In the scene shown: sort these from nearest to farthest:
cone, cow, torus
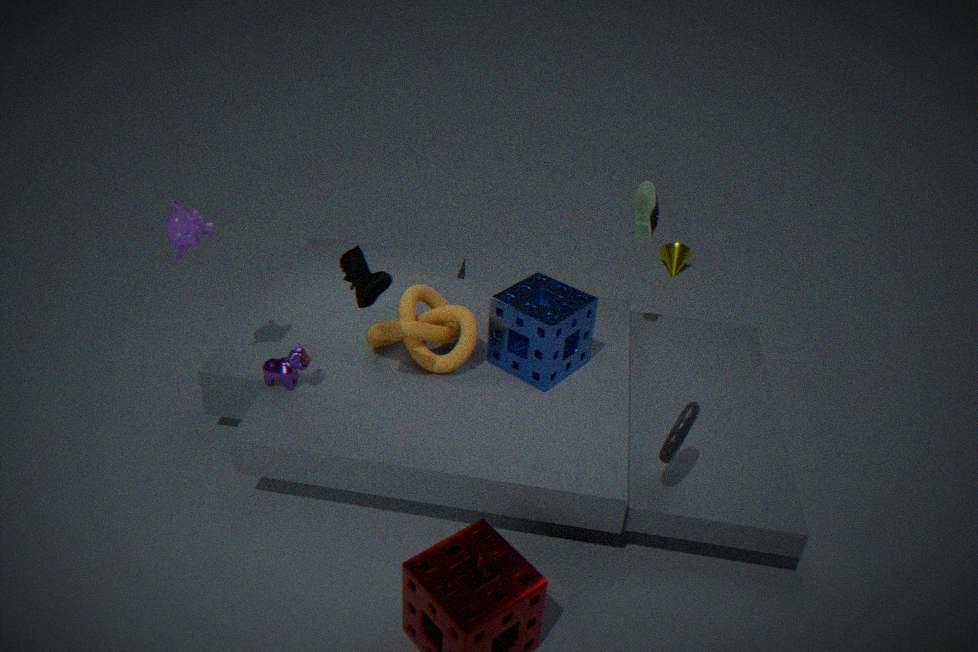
torus
cow
cone
